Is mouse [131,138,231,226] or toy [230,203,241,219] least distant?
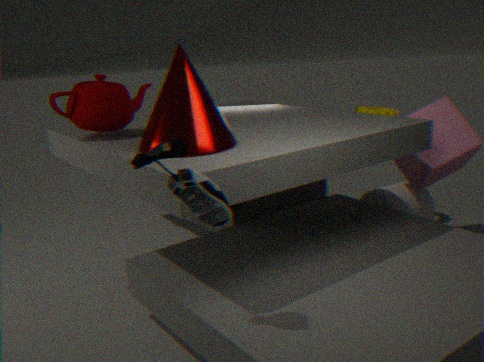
mouse [131,138,231,226]
